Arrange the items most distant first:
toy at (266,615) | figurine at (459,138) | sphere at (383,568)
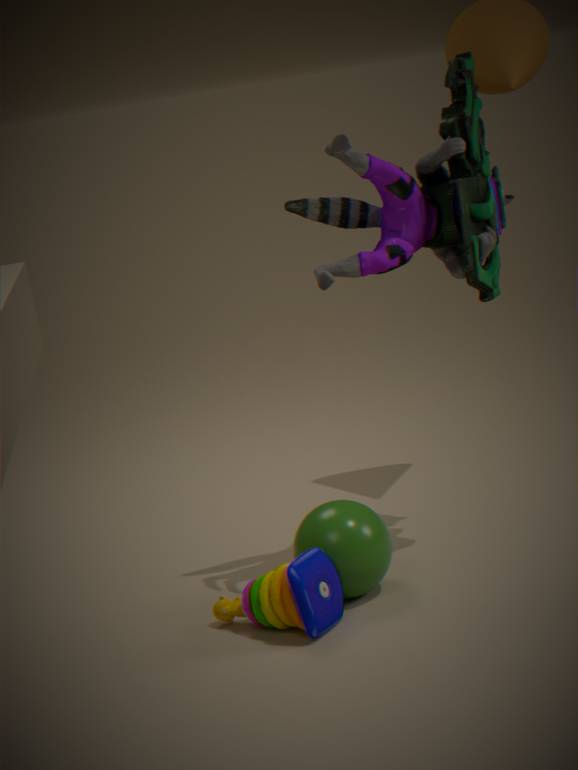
1. figurine at (459,138)
2. sphere at (383,568)
3. toy at (266,615)
